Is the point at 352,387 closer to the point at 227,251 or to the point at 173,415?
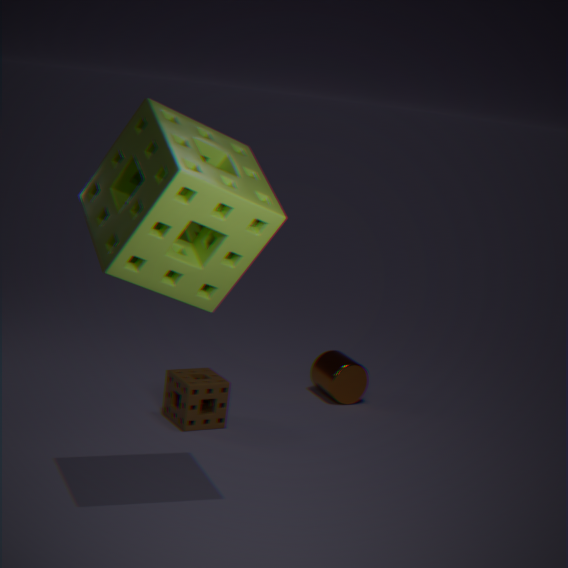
the point at 173,415
